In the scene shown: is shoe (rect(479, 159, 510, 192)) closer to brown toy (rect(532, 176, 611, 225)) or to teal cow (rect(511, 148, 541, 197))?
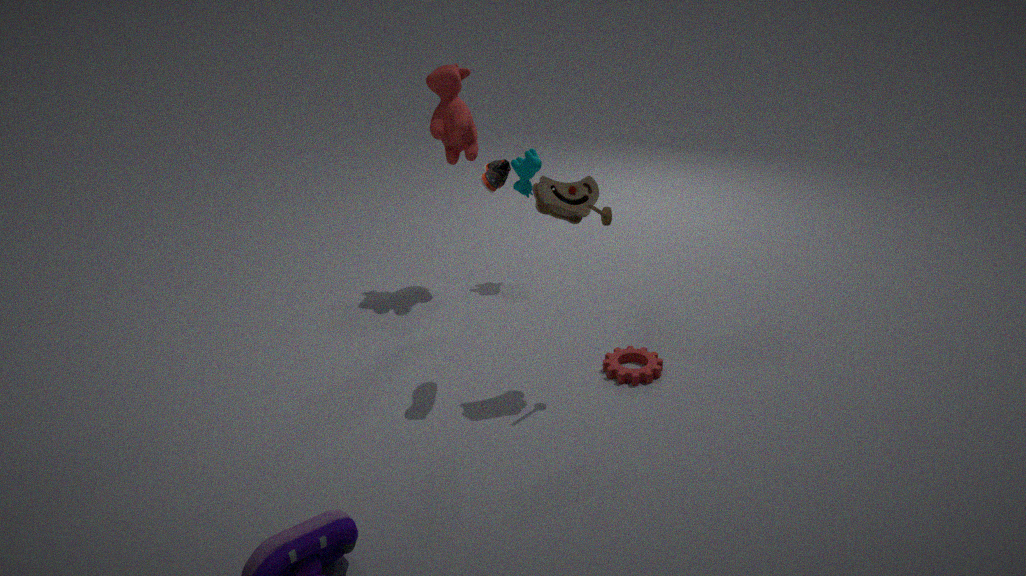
brown toy (rect(532, 176, 611, 225))
